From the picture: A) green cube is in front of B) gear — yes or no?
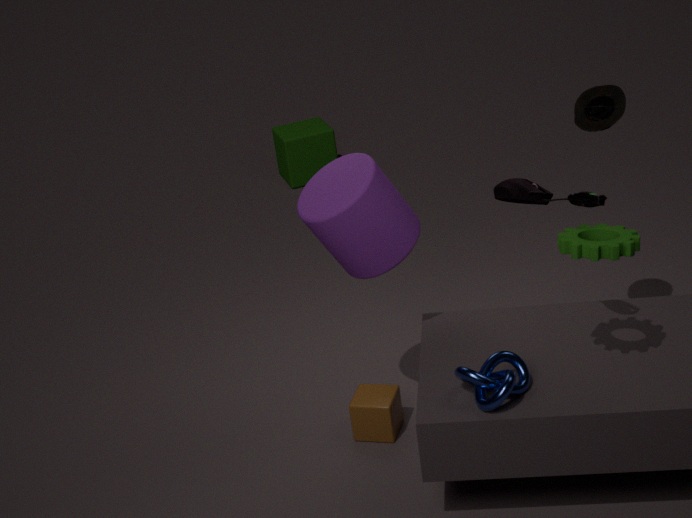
No
